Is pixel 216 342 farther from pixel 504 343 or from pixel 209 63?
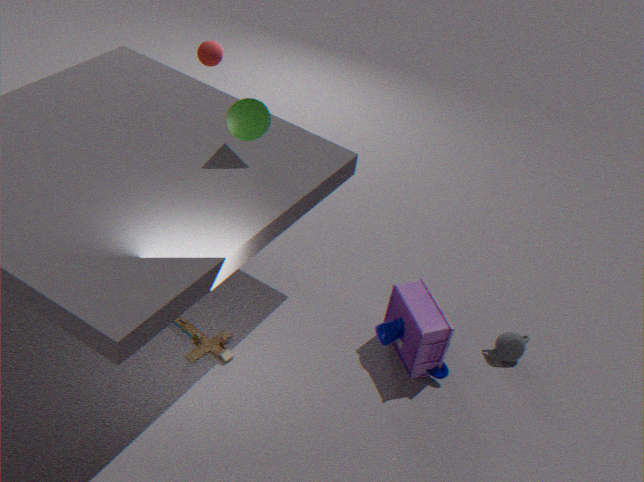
pixel 209 63
